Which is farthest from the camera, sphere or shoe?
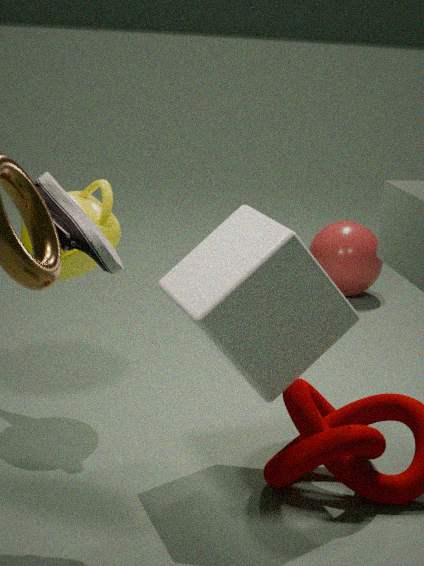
sphere
